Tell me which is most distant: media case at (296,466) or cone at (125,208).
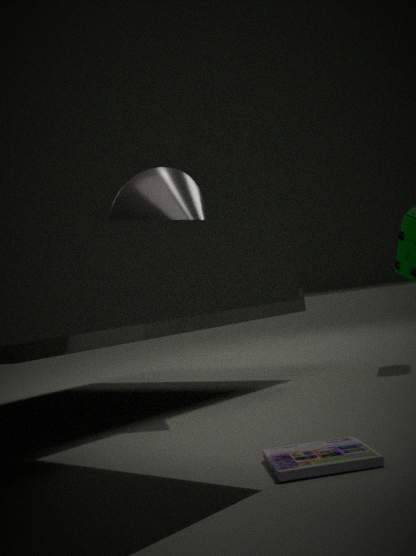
cone at (125,208)
